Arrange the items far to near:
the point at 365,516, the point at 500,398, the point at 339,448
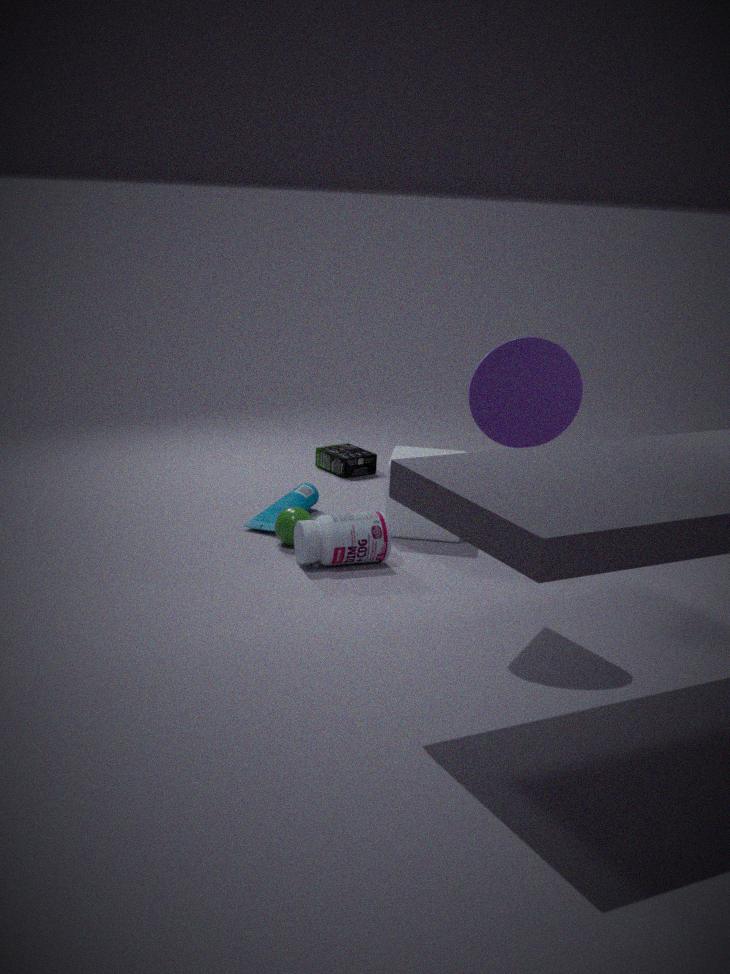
the point at 339,448 < the point at 365,516 < the point at 500,398
